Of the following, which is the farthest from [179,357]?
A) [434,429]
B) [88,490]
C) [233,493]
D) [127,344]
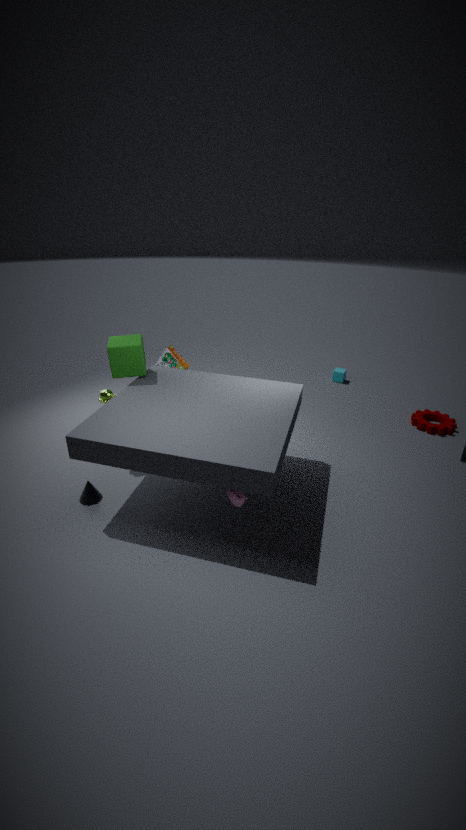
[434,429]
